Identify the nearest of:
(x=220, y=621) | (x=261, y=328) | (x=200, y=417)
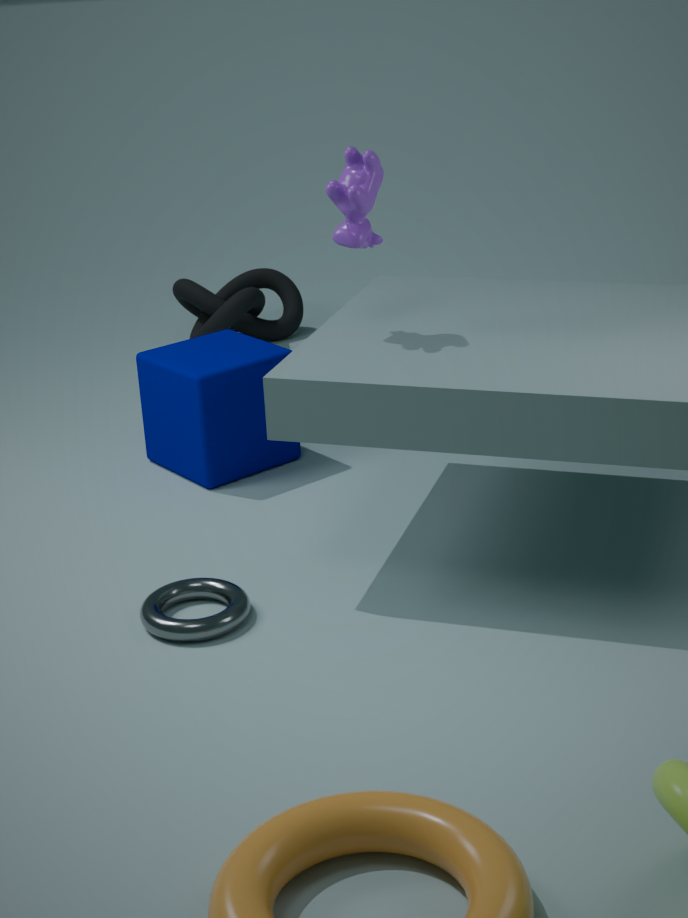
(x=220, y=621)
